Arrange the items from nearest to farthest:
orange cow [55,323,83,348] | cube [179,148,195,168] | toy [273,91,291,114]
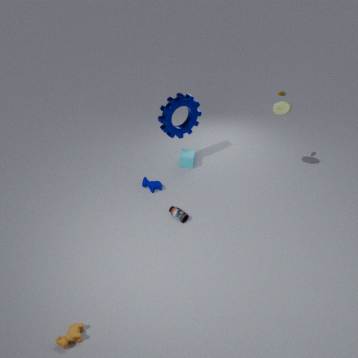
1. orange cow [55,323,83,348]
2. toy [273,91,291,114]
3. cube [179,148,195,168]
